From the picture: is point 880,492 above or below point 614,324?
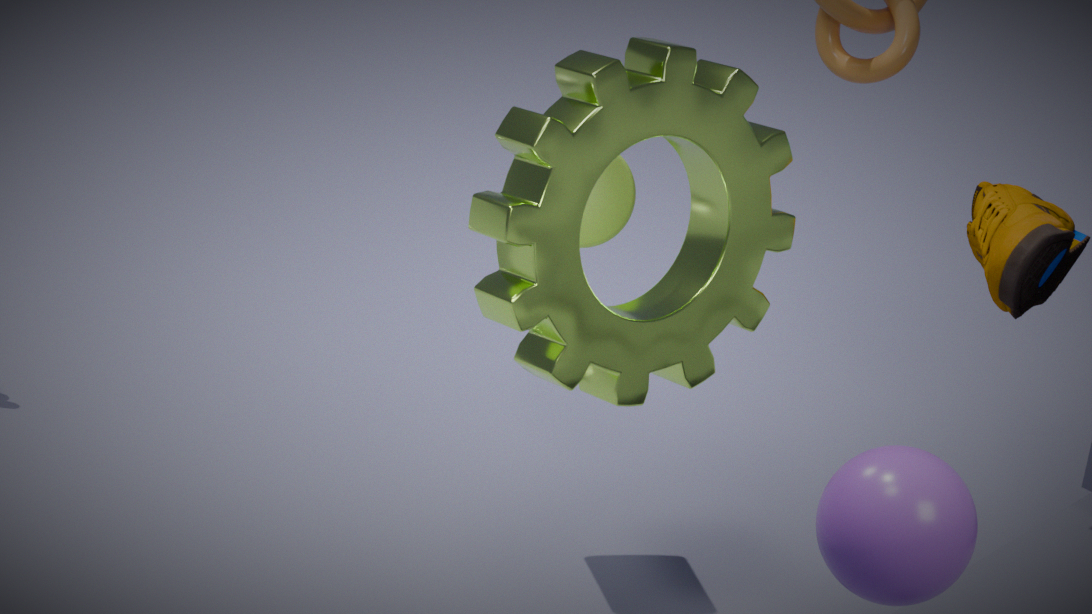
above
